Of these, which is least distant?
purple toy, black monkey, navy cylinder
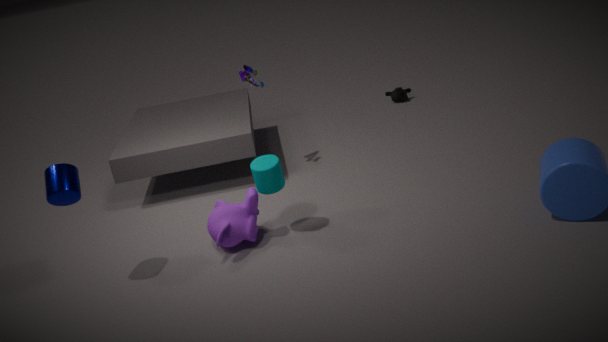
navy cylinder
